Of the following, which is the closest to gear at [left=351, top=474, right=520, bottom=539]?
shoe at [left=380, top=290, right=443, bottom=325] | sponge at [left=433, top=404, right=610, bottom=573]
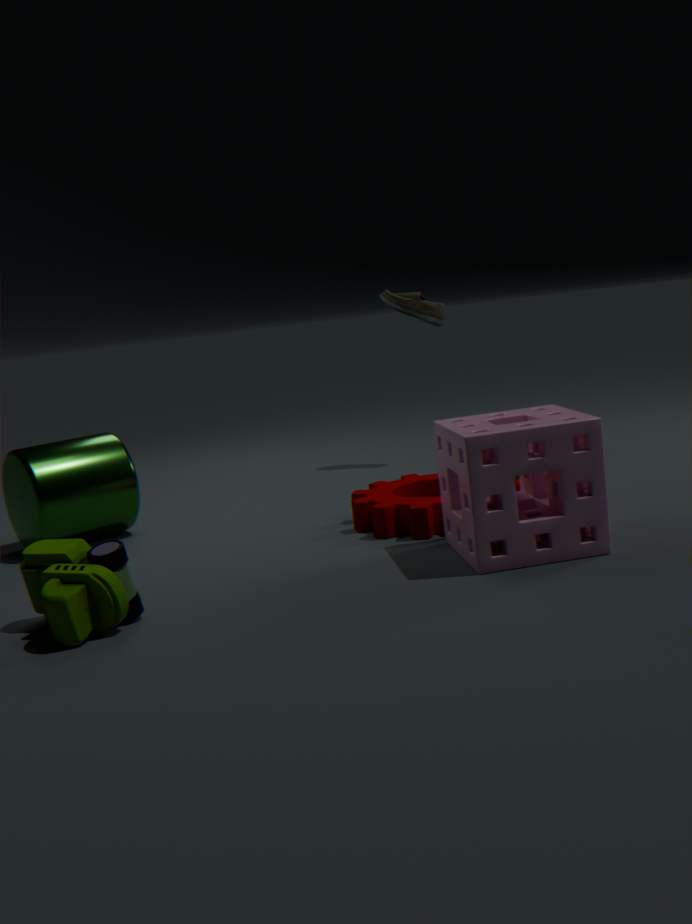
sponge at [left=433, top=404, right=610, bottom=573]
